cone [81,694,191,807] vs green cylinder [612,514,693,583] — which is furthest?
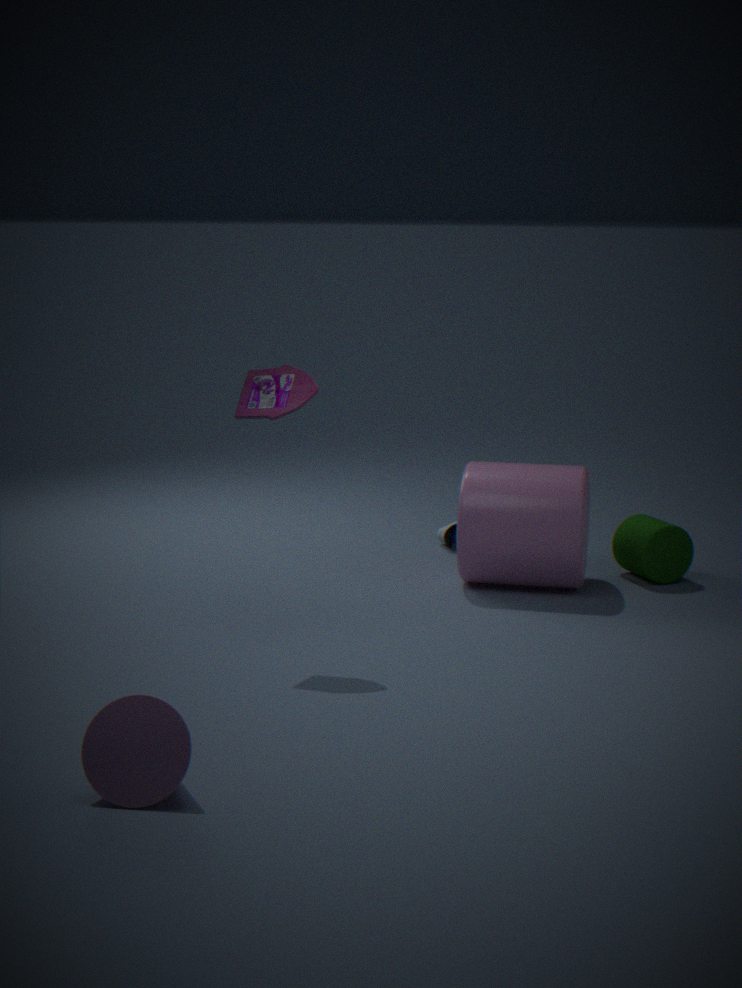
green cylinder [612,514,693,583]
